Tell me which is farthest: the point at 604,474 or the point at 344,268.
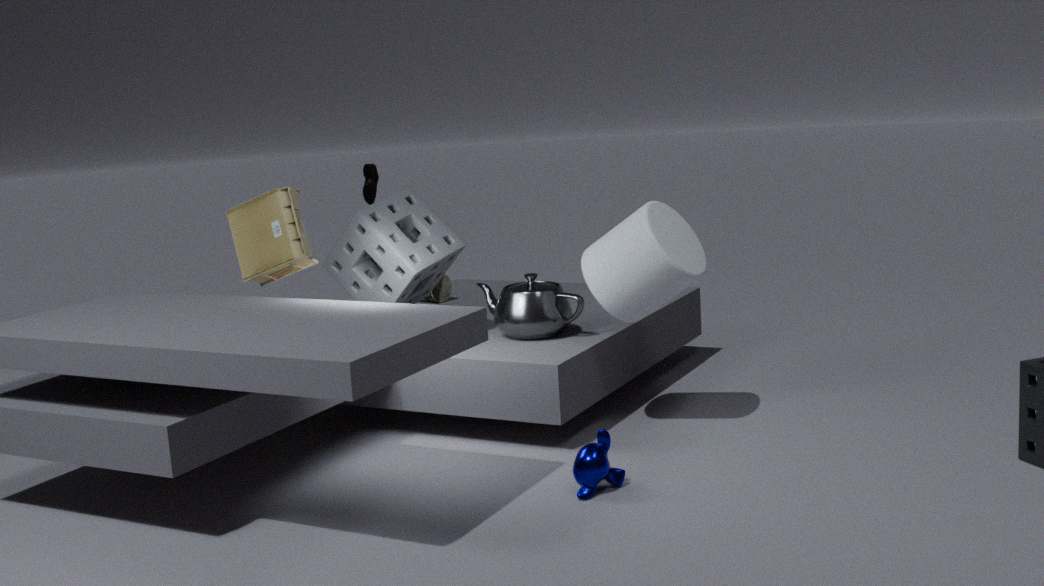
the point at 344,268
